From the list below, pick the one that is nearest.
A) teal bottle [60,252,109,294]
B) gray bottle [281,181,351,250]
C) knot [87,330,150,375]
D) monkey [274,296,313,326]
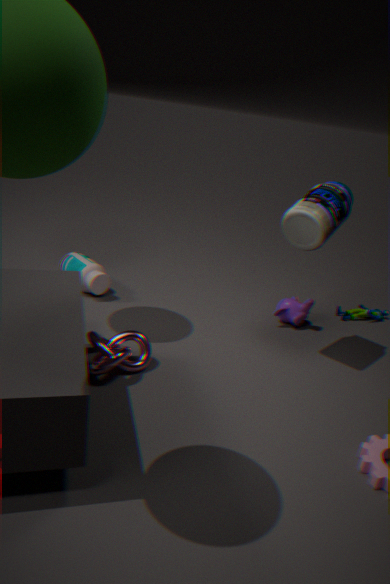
knot [87,330,150,375]
